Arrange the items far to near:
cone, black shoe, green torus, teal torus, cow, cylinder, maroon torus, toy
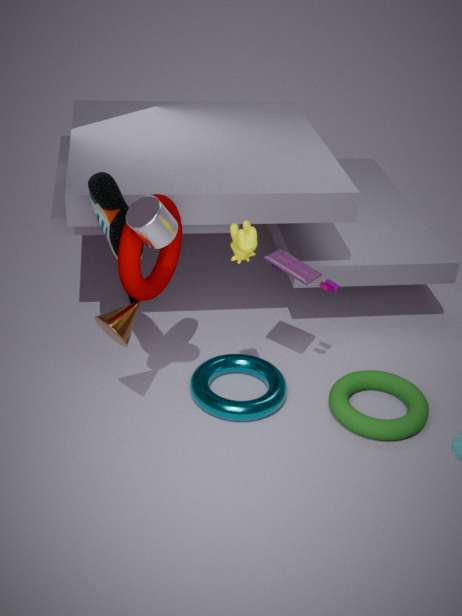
teal torus → toy → green torus → black shoe → cone → maroon torus → cow → cylinder
